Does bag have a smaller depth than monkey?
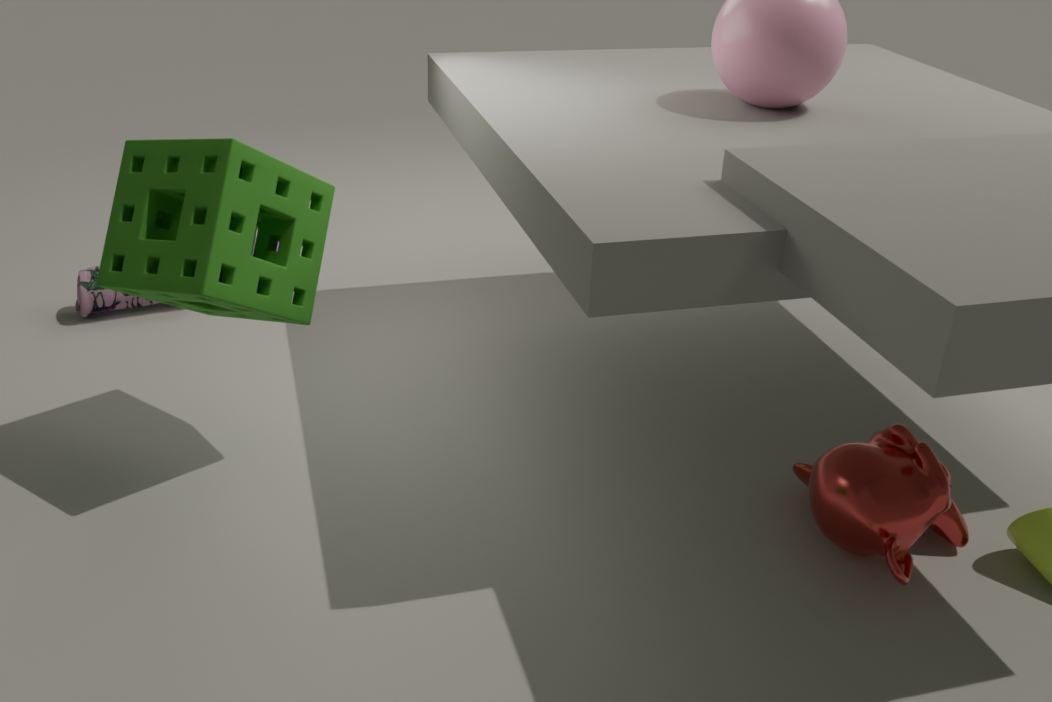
No
